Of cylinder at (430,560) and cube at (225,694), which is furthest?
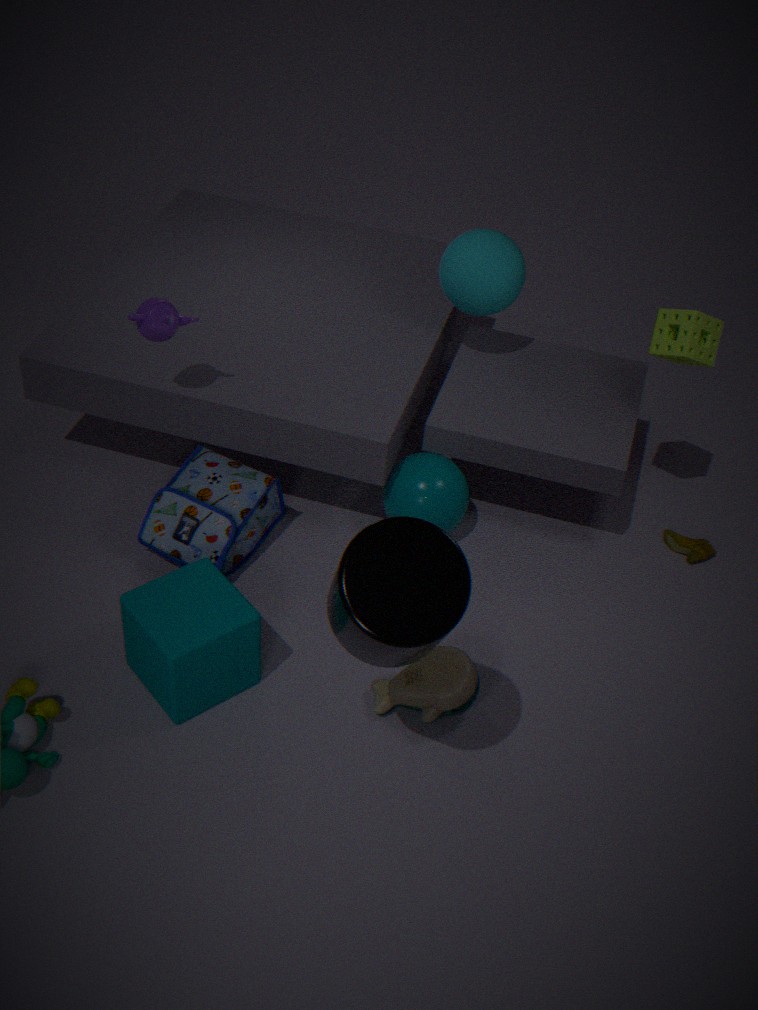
cube at (225,694)
